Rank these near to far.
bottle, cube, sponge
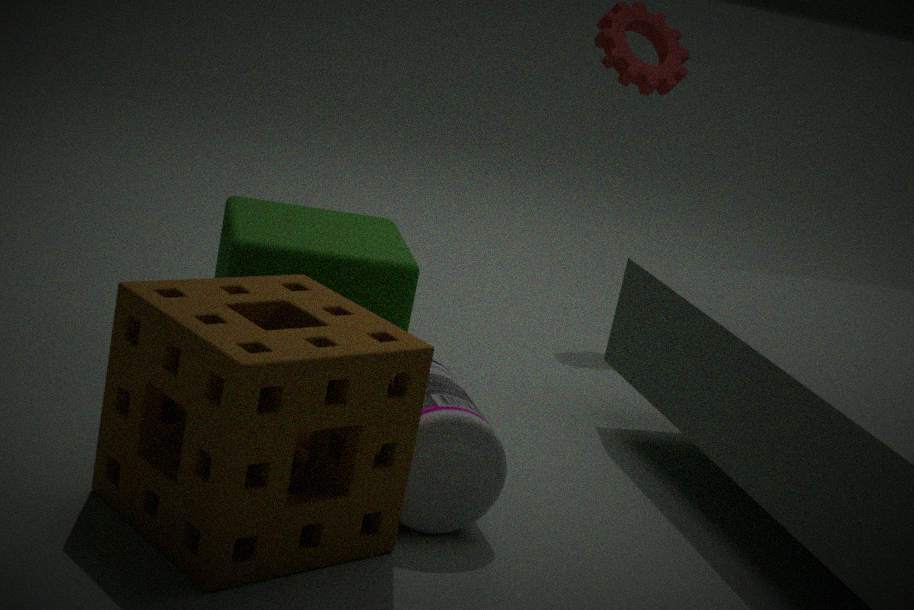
sponge → bottle → cube
